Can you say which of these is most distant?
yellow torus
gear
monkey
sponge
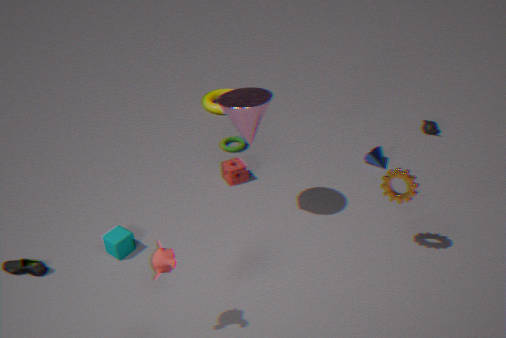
yellow torus
